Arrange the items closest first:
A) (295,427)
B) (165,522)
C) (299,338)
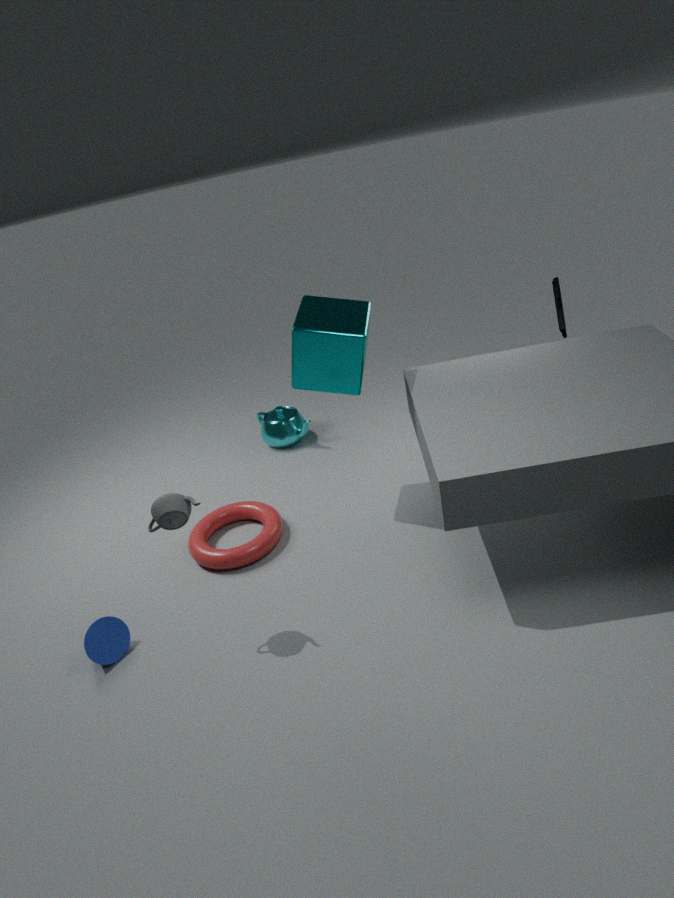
(165,522)
(299,338)
(295,427)
